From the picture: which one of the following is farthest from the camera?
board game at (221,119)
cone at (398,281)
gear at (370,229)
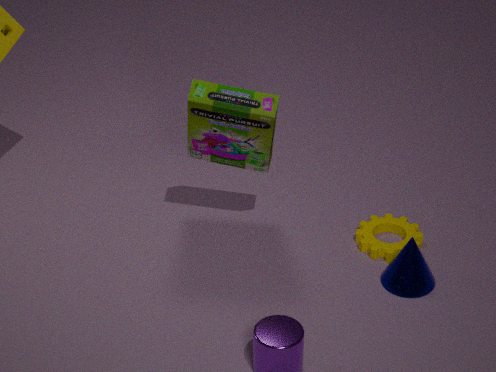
gear at (370,229)
